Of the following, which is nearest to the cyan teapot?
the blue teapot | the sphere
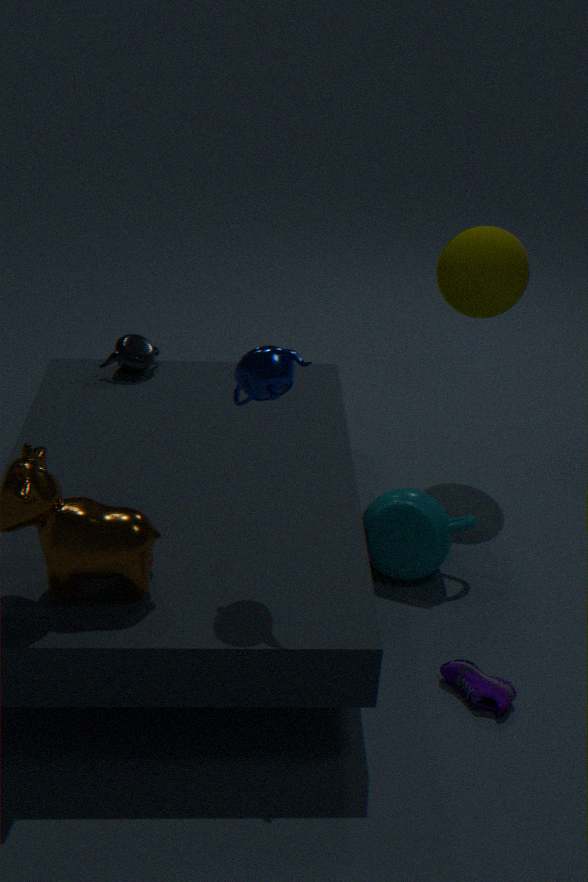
the sphere
